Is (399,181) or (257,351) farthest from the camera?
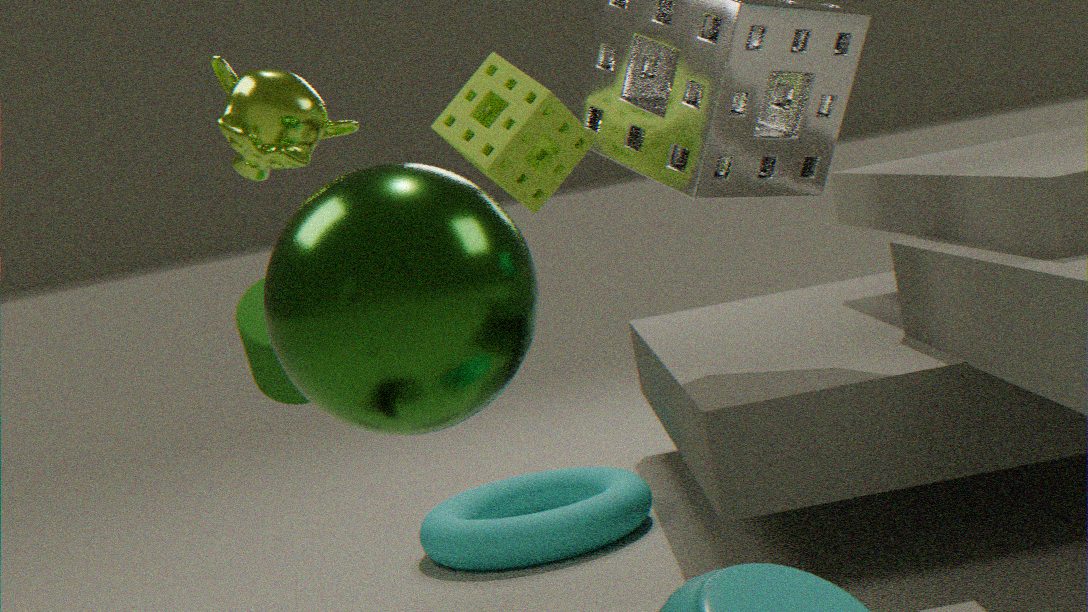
(257,351)
